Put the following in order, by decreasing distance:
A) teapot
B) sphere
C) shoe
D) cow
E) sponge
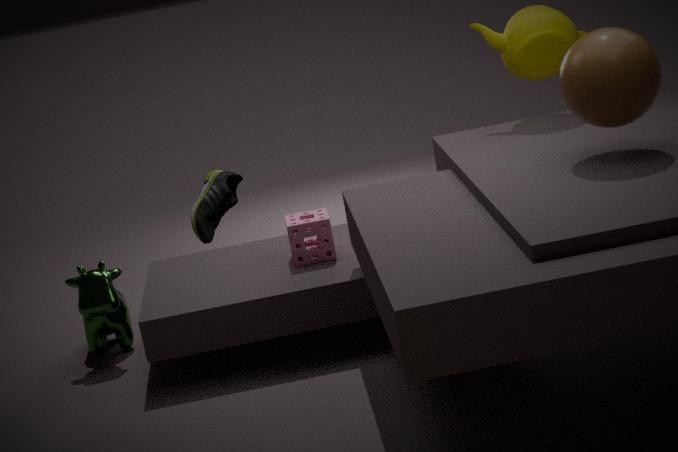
cow
teapot
sponge
sphere
shoe
